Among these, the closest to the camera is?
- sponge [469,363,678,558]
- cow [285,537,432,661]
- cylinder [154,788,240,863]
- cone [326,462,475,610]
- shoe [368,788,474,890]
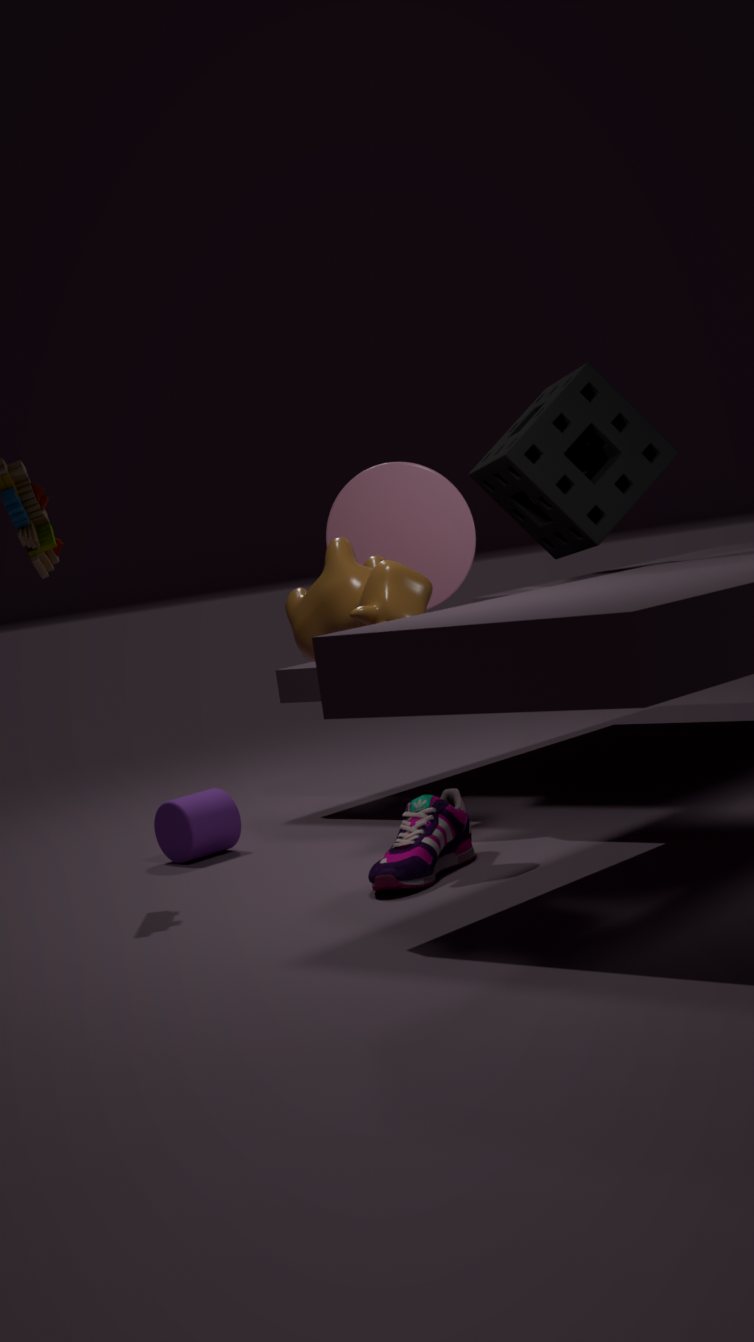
shoe [368,788,474,890]
